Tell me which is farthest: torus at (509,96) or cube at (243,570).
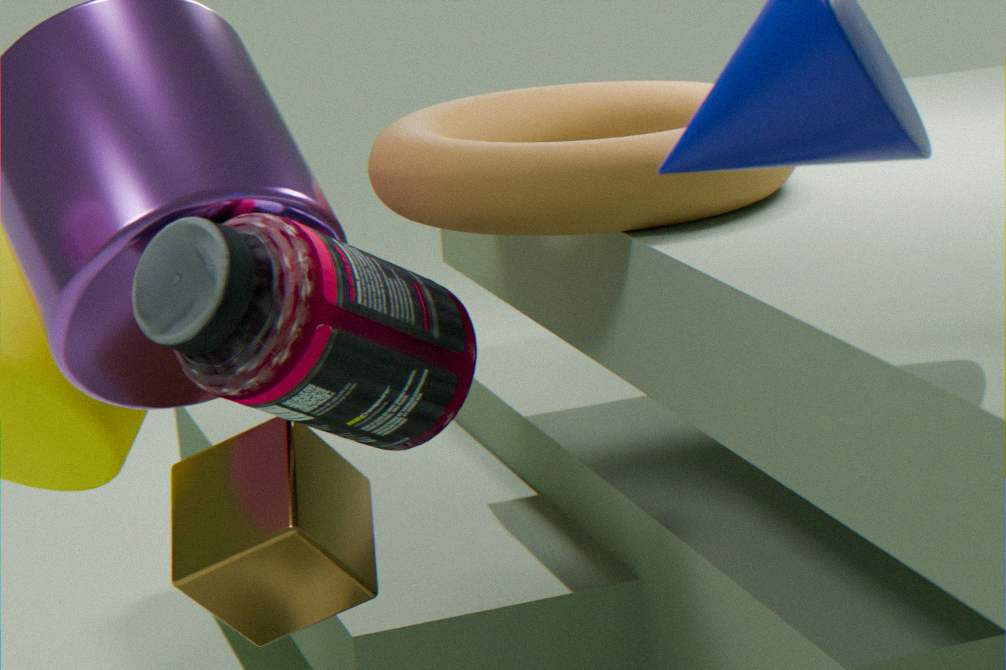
cube at (243,570)
